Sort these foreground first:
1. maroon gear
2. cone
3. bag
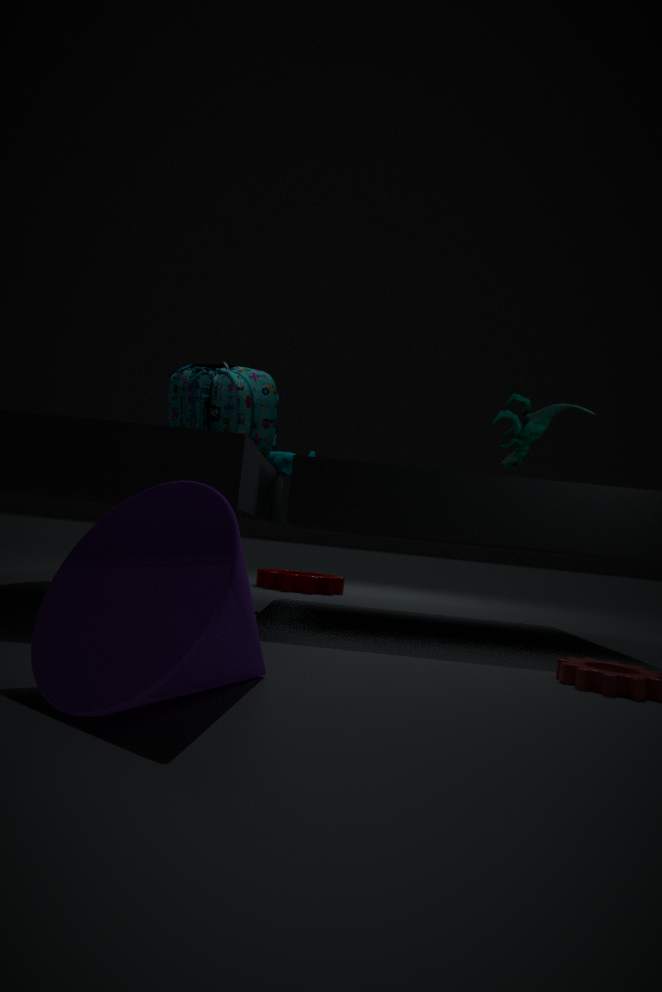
cone
bag
maroon gear
